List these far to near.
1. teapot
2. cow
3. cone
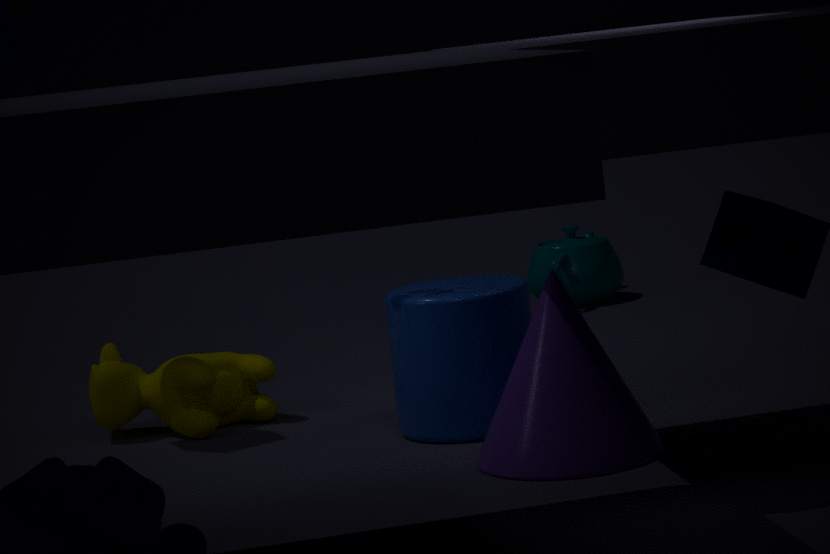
1. teapot
2. cow
3. cone
